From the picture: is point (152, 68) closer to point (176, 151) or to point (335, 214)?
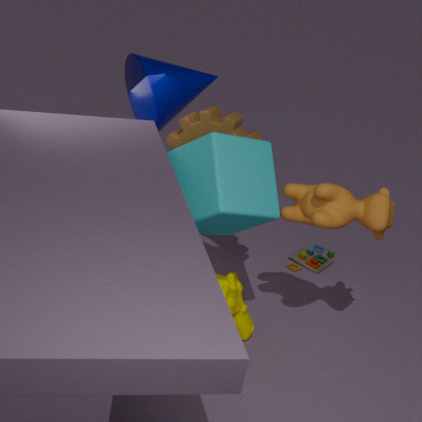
point (176, 151)
